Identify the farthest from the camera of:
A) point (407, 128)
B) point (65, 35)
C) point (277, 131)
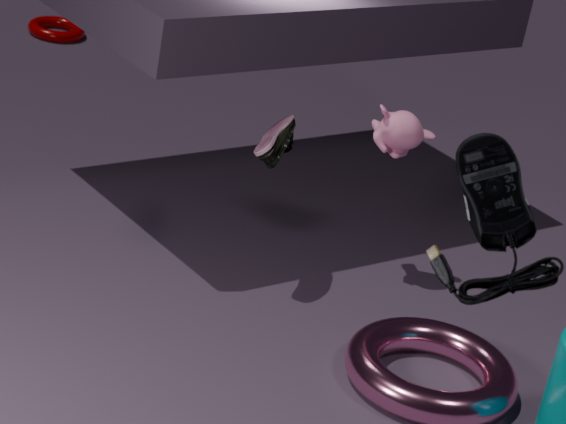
point (65, 35)
